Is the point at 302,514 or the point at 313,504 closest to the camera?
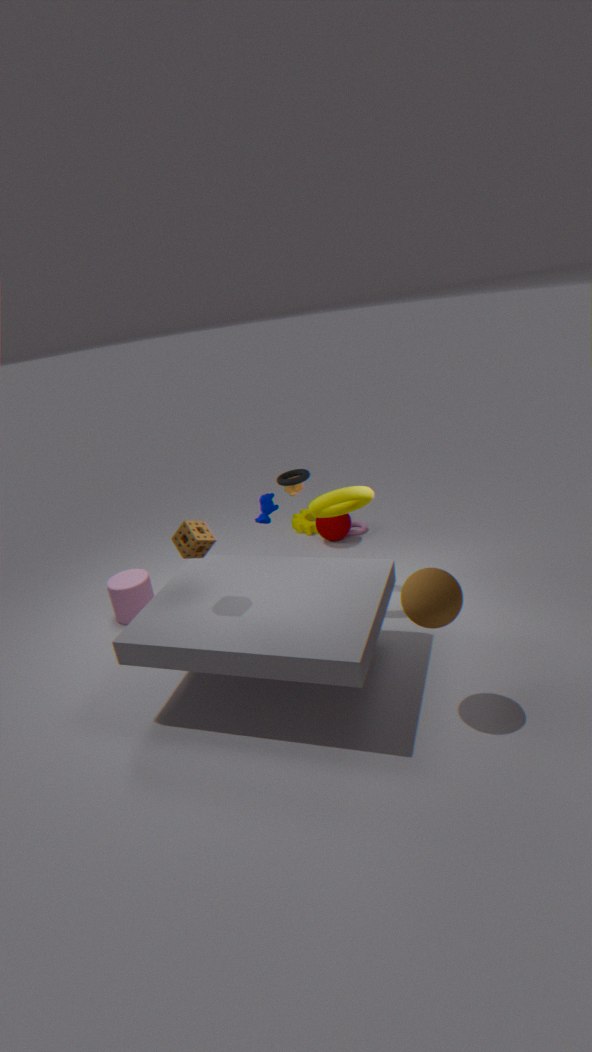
the point at 313,504
